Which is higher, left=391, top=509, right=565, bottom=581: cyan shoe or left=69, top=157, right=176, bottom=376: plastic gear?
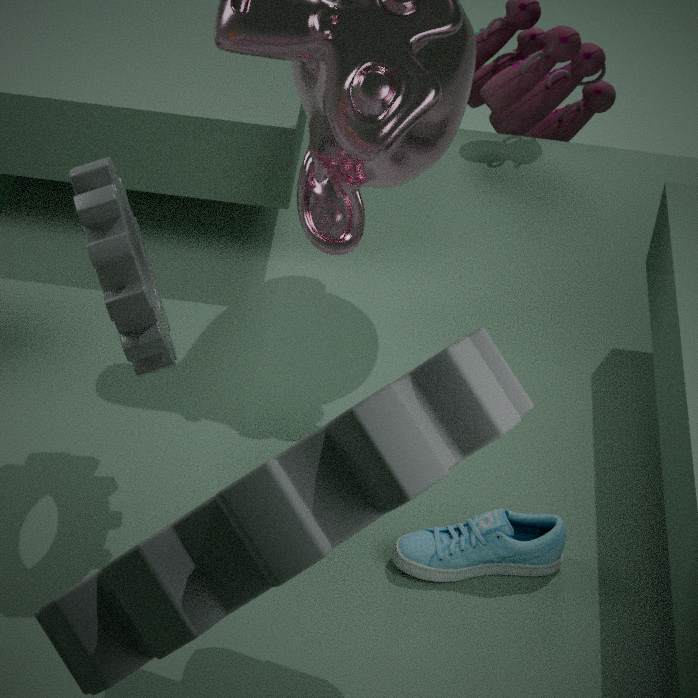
left=69, top=157, right=176, bottom=376: plastic gear
